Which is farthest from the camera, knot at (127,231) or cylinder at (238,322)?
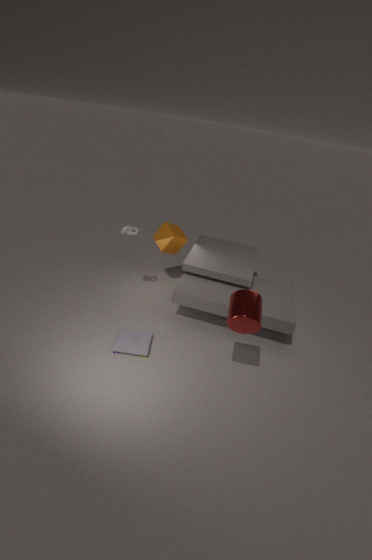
knot at (127,231)
